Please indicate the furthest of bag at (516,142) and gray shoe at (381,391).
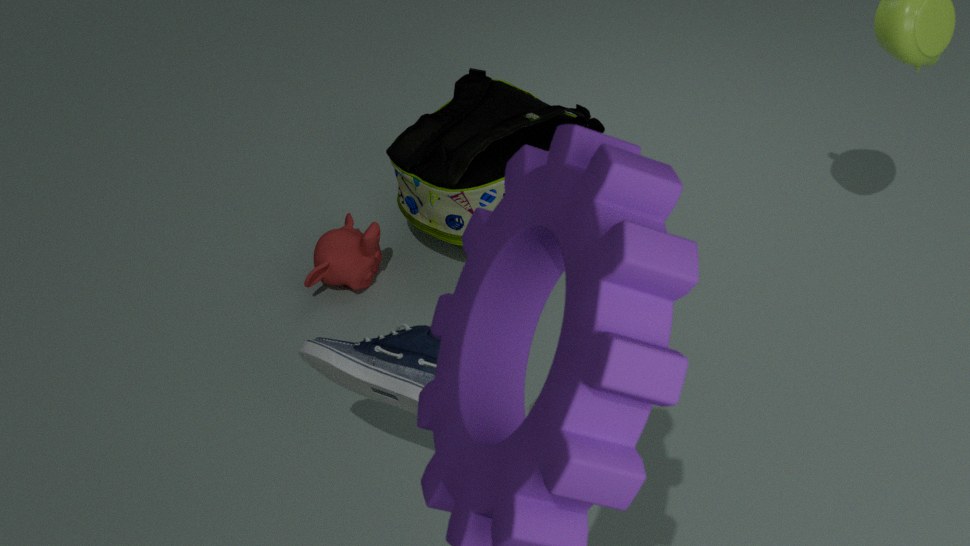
bag at (516,142)
